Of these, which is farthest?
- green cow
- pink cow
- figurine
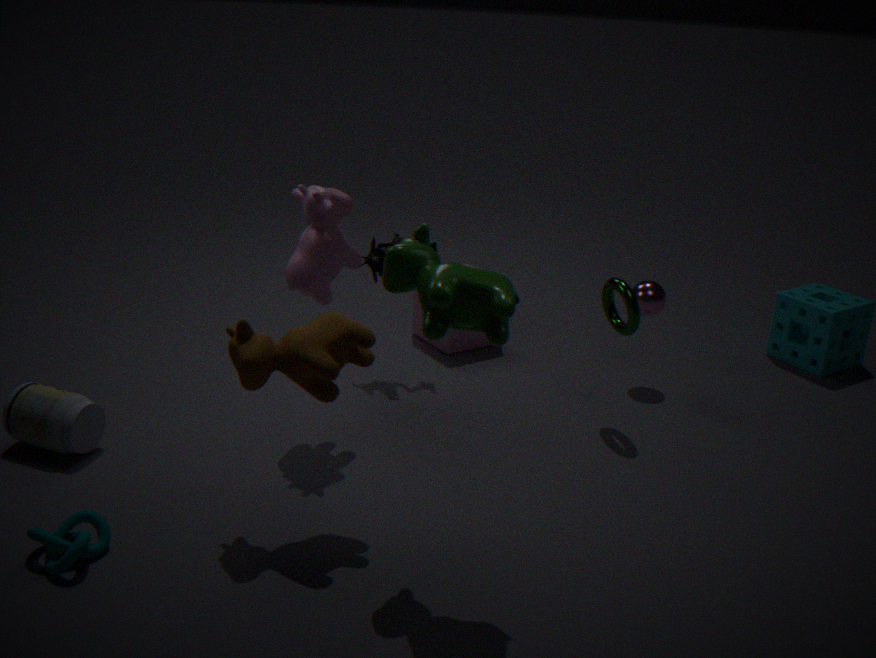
figurine
